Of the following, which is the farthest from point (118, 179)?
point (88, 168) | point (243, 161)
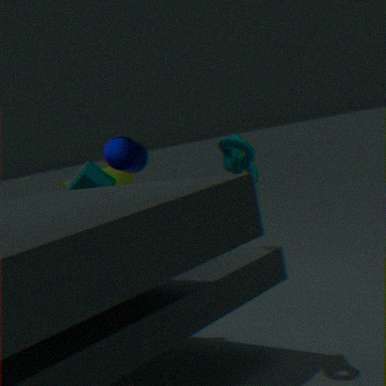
point (243, 161)
